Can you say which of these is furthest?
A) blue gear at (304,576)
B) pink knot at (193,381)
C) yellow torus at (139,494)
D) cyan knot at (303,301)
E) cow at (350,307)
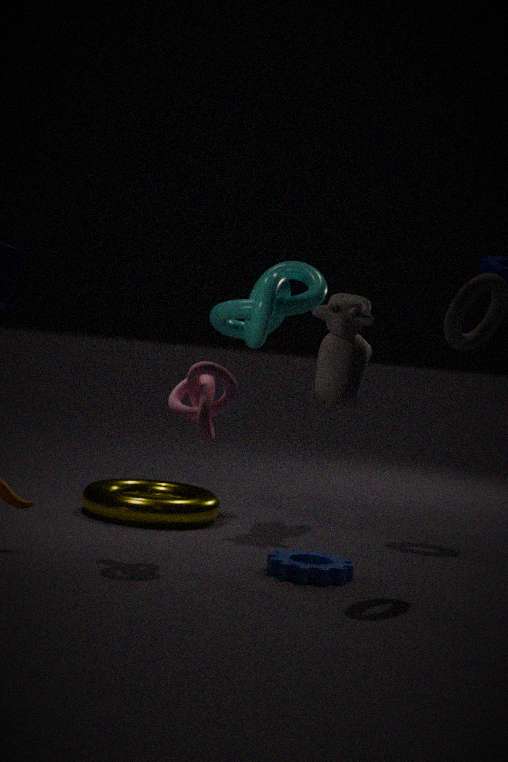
cyan knot at (303,301)
